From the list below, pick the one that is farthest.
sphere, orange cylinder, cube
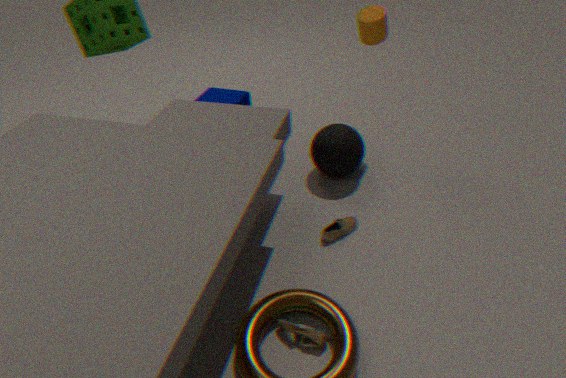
cube
